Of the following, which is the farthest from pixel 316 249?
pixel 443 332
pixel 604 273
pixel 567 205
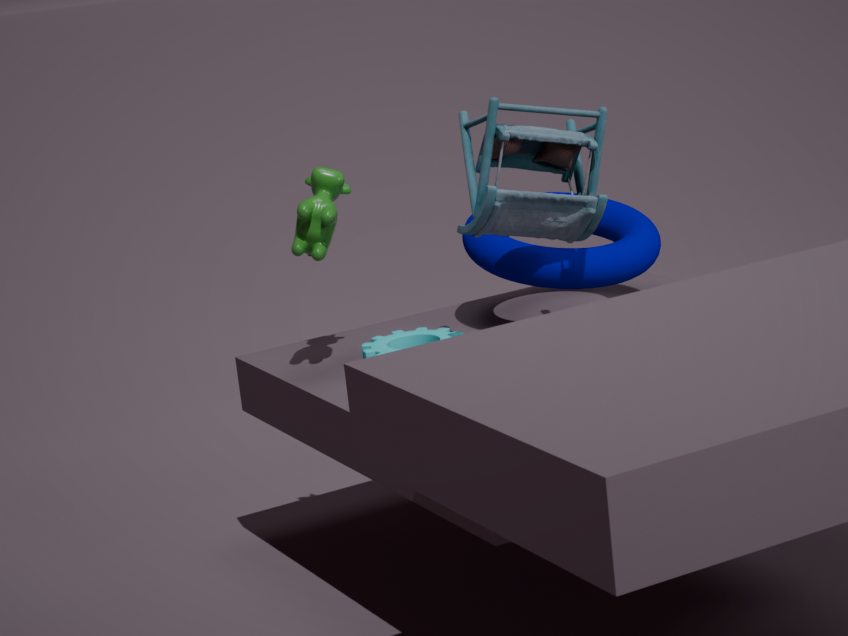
pixel 604 273
